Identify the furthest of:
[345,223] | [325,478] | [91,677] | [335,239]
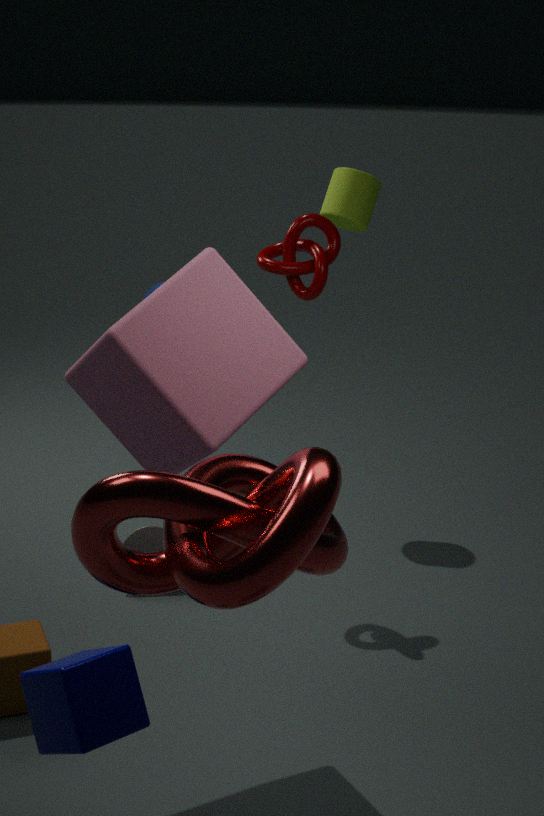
[345,223]
